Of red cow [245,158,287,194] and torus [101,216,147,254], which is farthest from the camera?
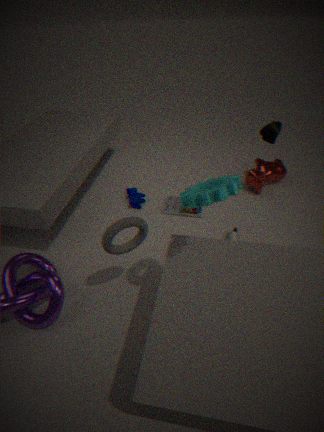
red cow [245,158,287,194]
